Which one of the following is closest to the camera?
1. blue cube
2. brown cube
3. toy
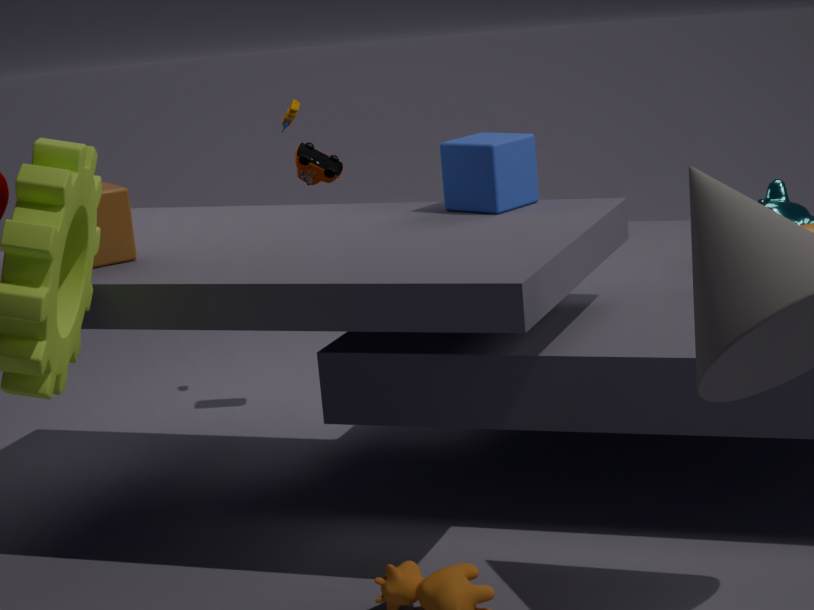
brown cube
